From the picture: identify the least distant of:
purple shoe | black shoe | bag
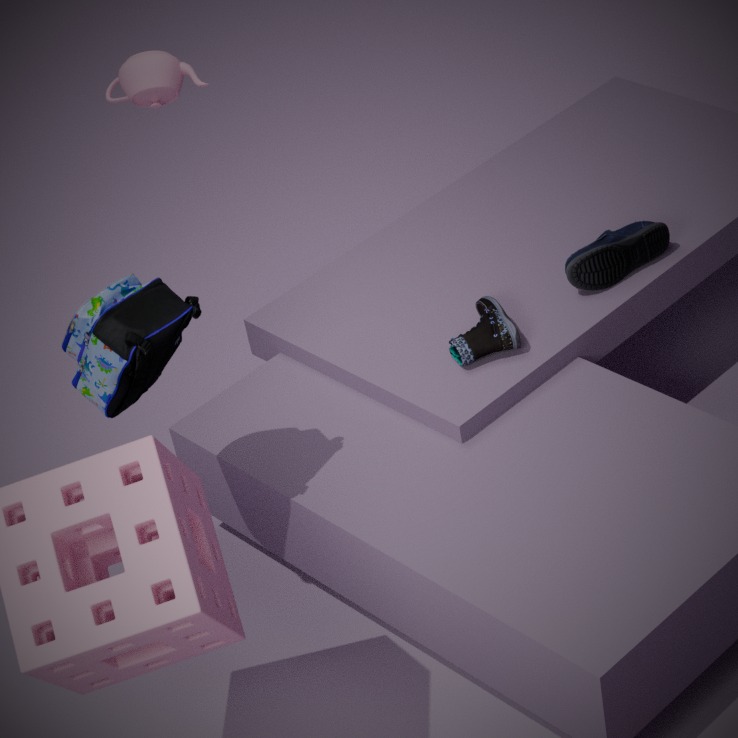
bag
